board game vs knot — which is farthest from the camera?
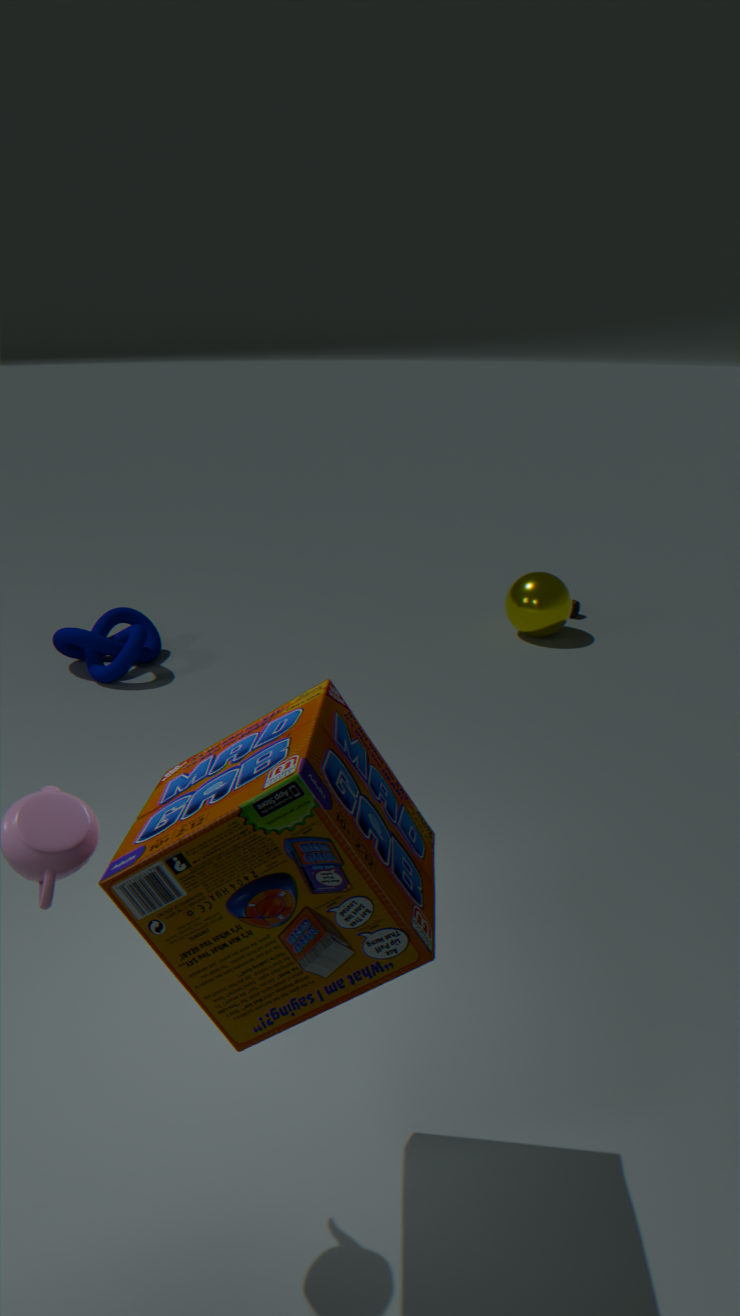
knot
